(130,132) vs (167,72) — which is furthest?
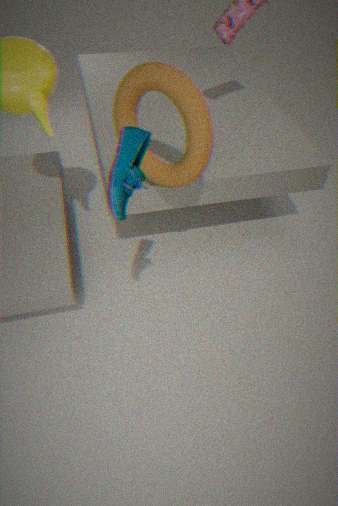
(167,72)
